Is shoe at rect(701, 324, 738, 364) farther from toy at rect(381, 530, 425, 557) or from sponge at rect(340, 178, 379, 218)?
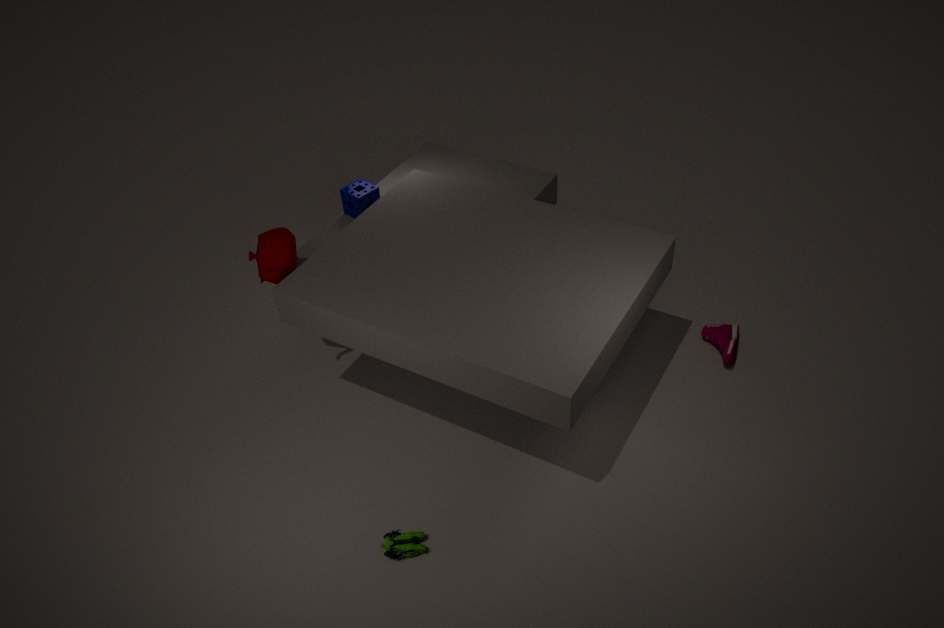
sponge at rect(340, 178, 379, 218)
